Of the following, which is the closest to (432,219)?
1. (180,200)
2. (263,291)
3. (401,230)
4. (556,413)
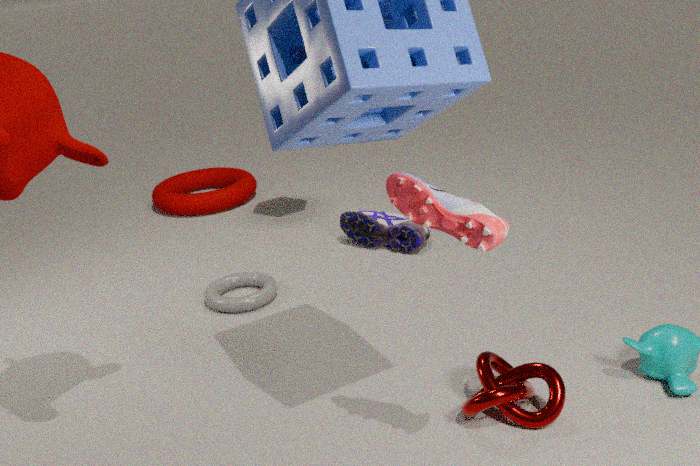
(556,413)
